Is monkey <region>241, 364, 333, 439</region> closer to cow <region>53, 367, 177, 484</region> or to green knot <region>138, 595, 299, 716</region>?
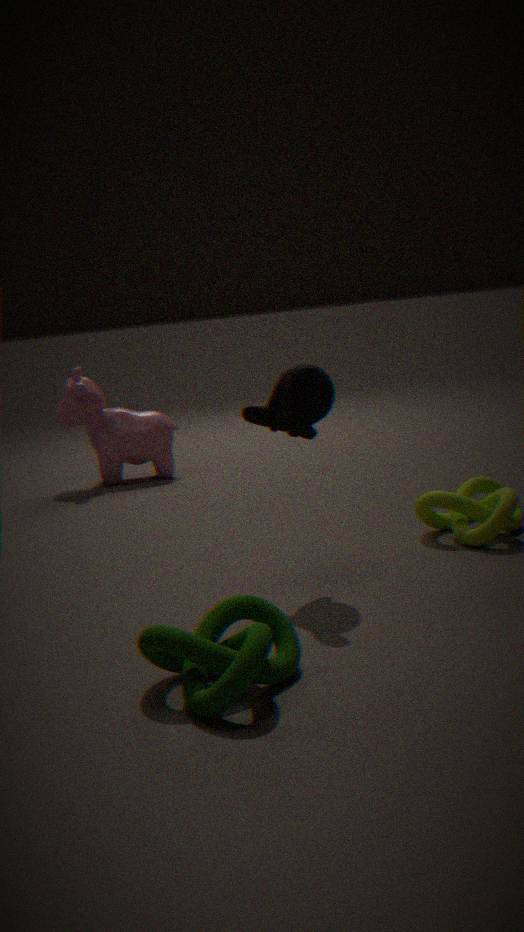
green knot <region>138, 595, 299, 716</region>
